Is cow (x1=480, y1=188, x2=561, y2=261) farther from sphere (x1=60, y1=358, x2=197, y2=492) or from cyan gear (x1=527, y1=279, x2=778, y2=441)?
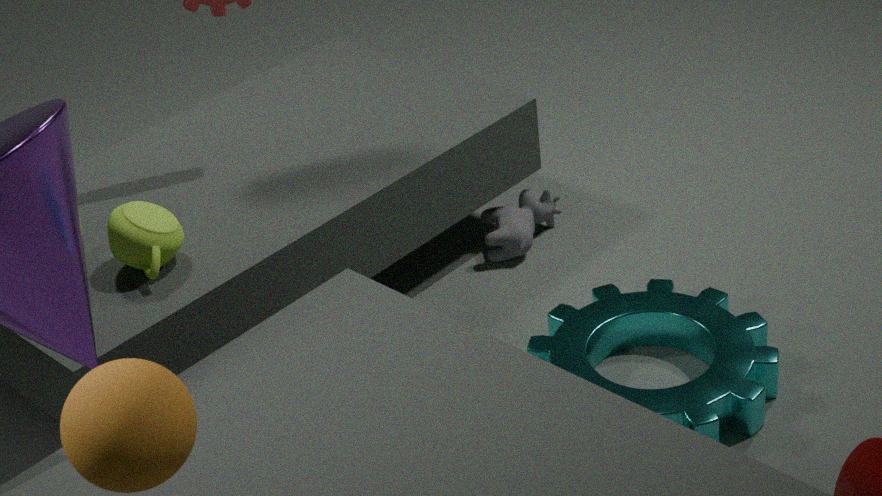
sphere (x1=60, y1=358, x2=197, y2=492)
